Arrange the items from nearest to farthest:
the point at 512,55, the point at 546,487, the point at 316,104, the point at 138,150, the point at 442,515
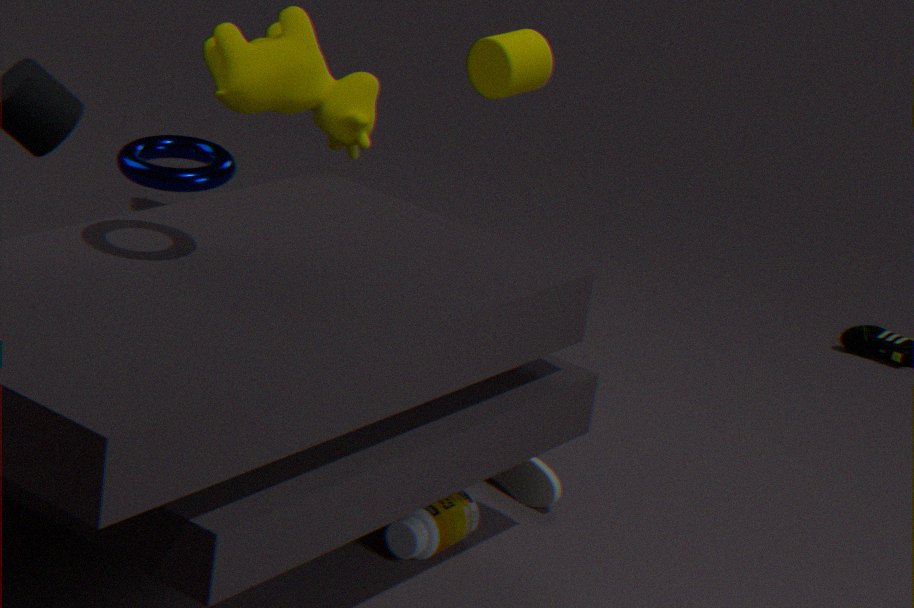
the point at 138,150 < the point at 442,515 < the point at 546,487 < the point at 316,104 < the point at 512,55
